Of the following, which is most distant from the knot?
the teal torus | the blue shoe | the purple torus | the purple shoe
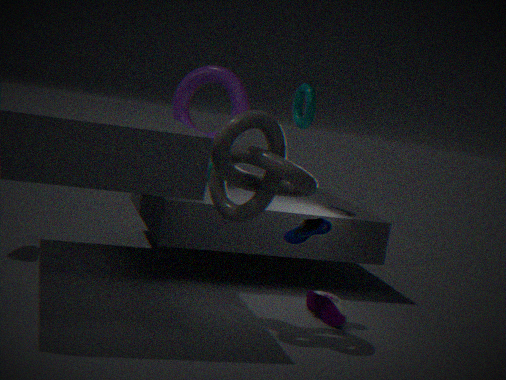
the purple torus
